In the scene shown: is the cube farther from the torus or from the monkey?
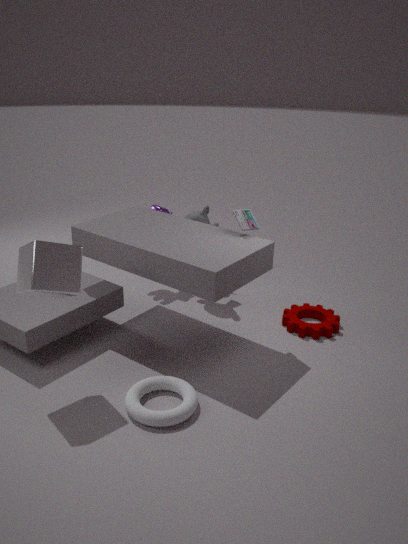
the monkey
